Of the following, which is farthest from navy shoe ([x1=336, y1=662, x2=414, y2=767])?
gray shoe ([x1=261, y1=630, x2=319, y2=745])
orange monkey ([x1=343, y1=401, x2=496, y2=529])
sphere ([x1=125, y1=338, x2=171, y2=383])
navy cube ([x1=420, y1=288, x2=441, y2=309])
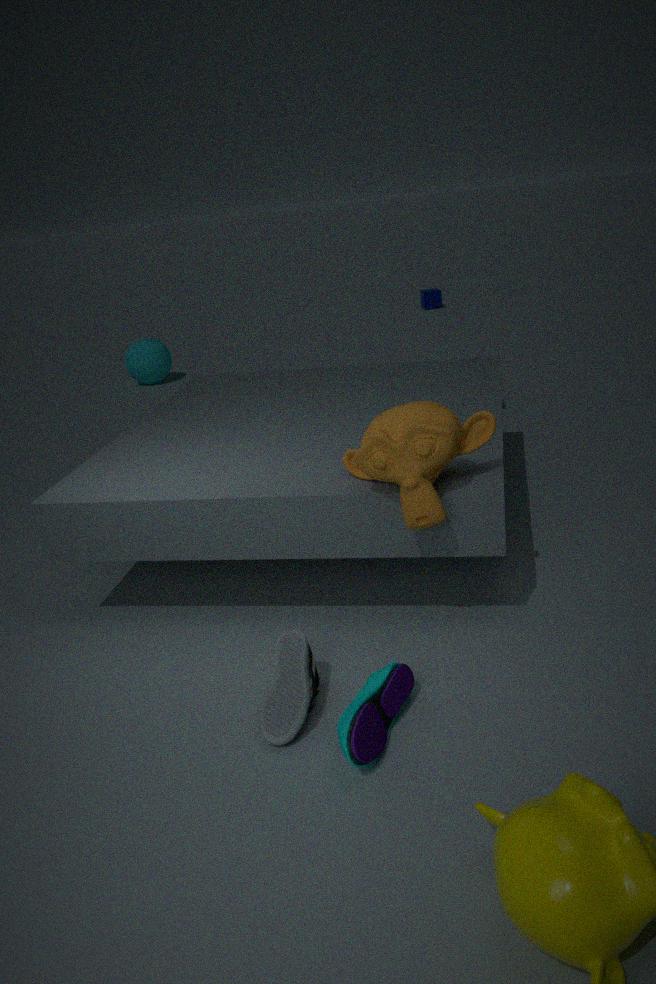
navy cube ([x1=420, y1=288, x2=441, y2=309])
